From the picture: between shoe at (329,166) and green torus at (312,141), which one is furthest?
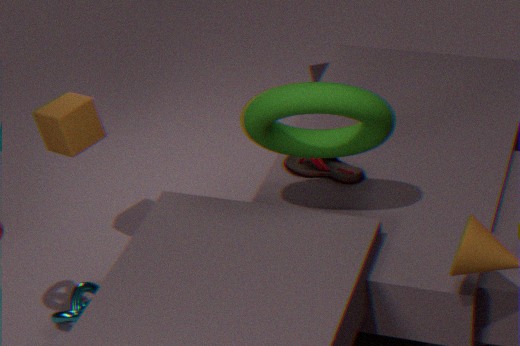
shoe at (329,166)
